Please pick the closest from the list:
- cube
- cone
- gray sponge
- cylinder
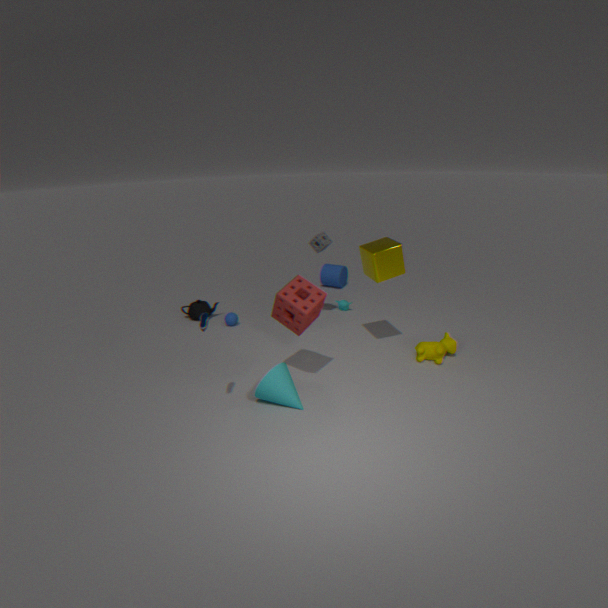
cone
